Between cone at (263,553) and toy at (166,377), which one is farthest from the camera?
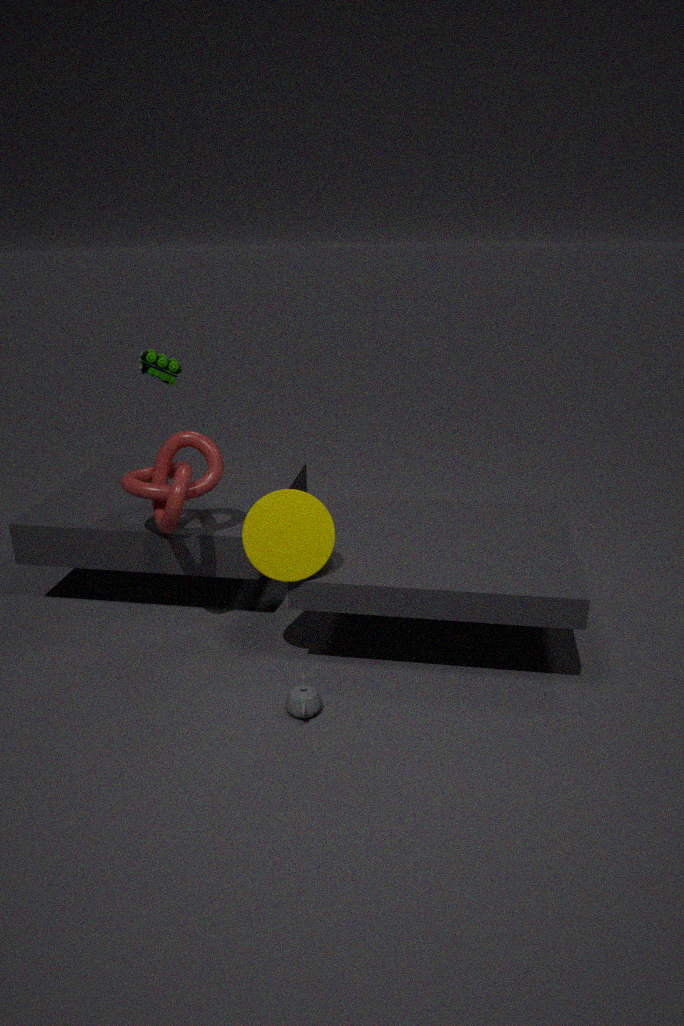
toy at (166,377)
